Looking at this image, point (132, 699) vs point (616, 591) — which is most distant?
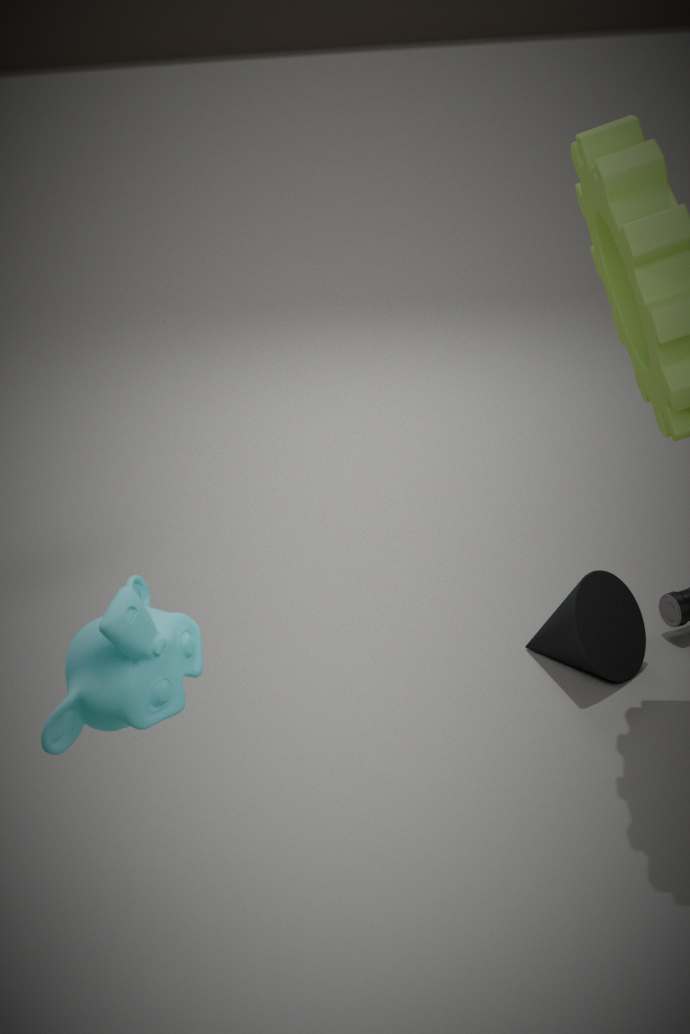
point (616, 591)
